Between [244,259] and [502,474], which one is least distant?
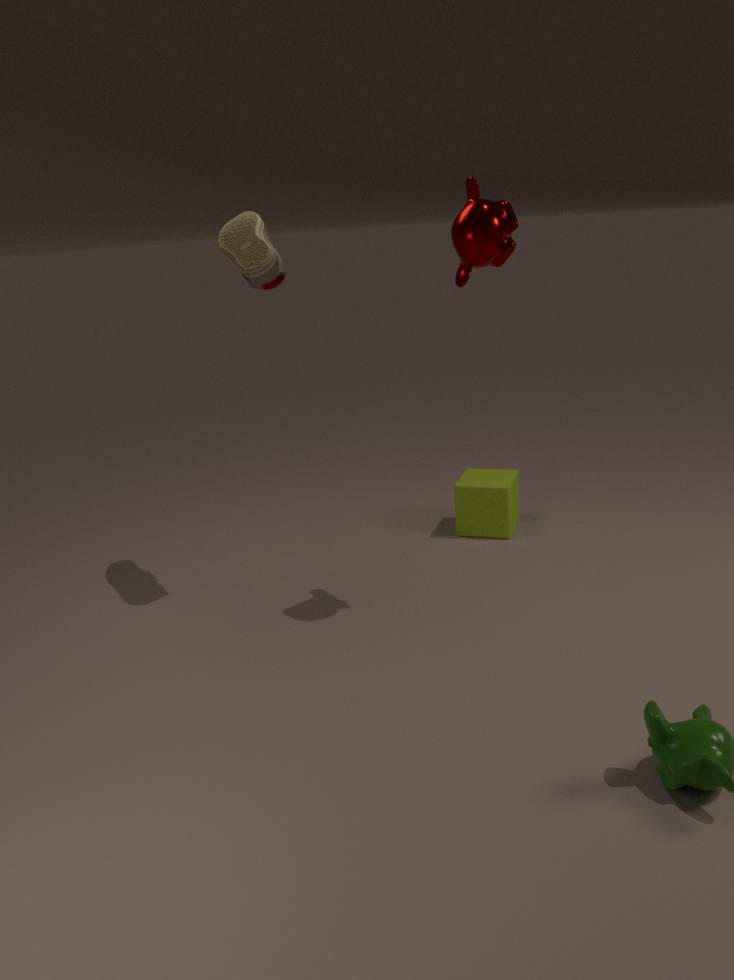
[244,259]
